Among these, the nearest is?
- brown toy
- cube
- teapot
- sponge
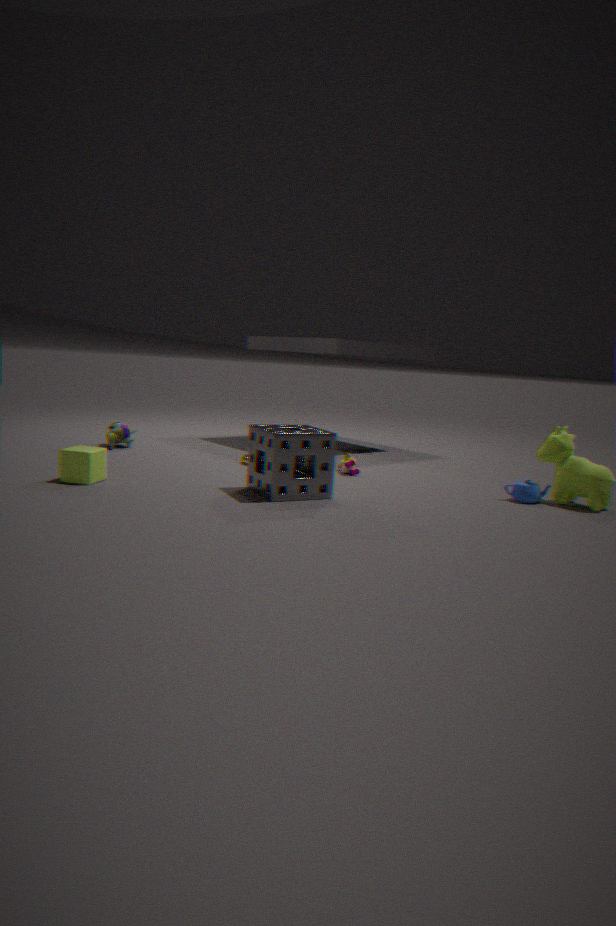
sponge
